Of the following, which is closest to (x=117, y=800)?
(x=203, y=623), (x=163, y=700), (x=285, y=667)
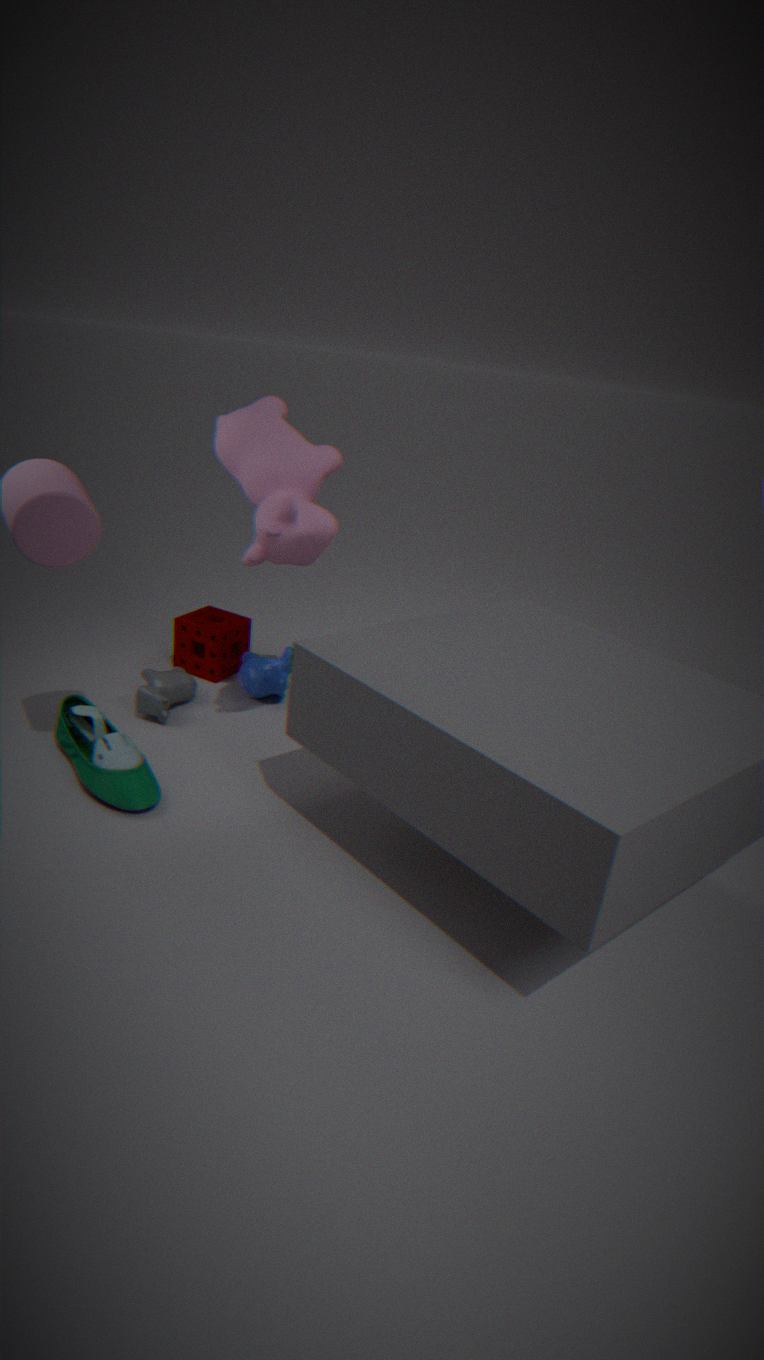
(x=163, y=700)
